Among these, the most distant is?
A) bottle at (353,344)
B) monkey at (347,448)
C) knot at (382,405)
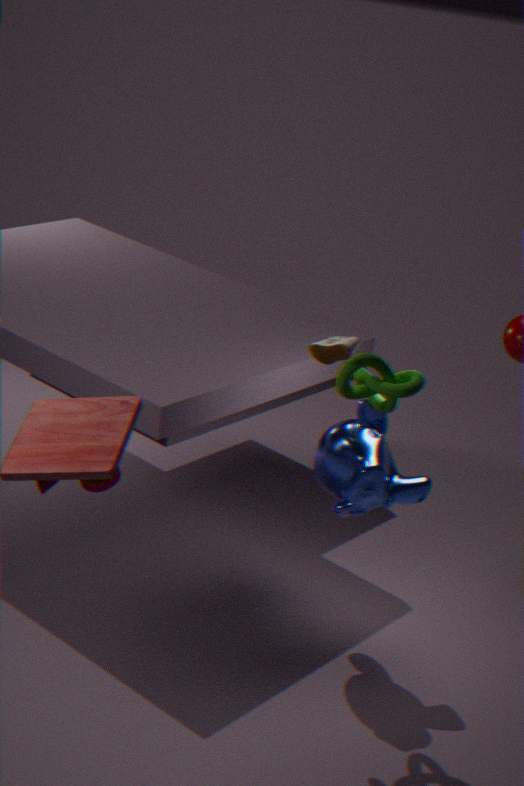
monkey at (347,448)
